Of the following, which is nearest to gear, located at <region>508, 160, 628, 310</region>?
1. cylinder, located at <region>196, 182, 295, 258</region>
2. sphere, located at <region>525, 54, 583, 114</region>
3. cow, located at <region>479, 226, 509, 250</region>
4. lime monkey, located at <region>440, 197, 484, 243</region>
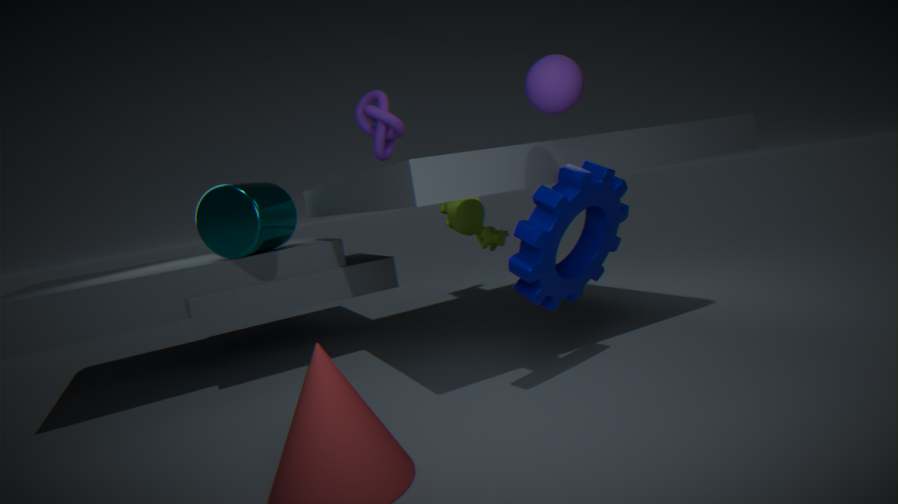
sphere, located at <region>525, 54, 583, 114</region>
